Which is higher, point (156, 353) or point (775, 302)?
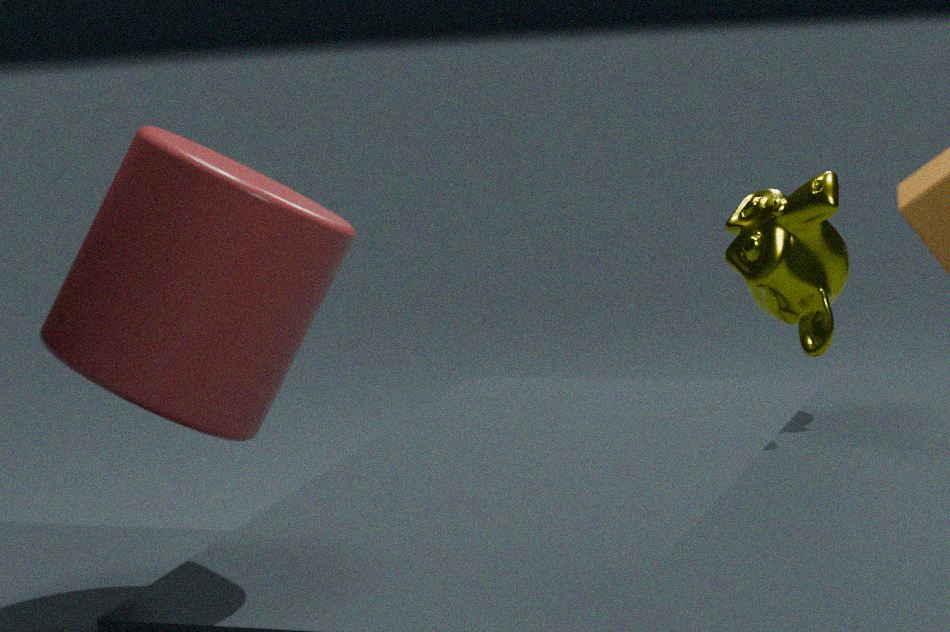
point (775, 302)
